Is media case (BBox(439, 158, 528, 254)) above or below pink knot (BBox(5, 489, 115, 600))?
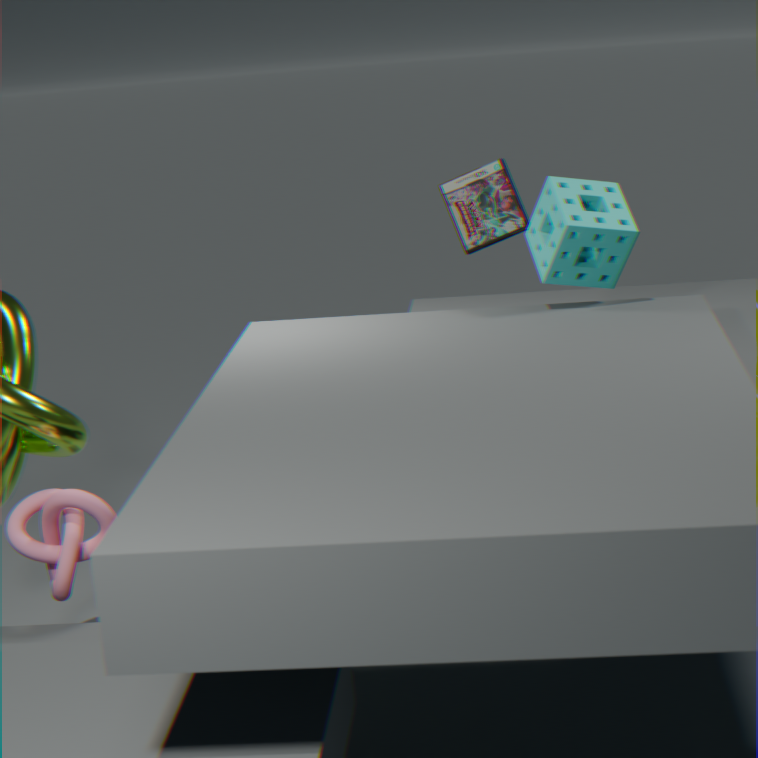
above
